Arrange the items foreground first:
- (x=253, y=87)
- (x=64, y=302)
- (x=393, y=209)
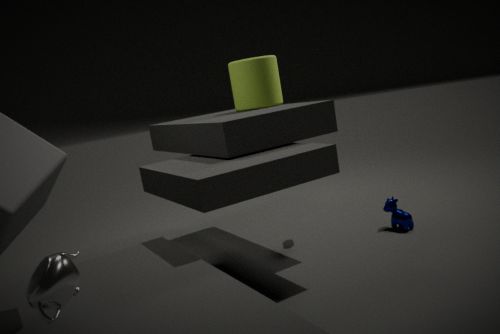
(x=64, y=302) < (x=253, y=87) < (x=393, y=209)
